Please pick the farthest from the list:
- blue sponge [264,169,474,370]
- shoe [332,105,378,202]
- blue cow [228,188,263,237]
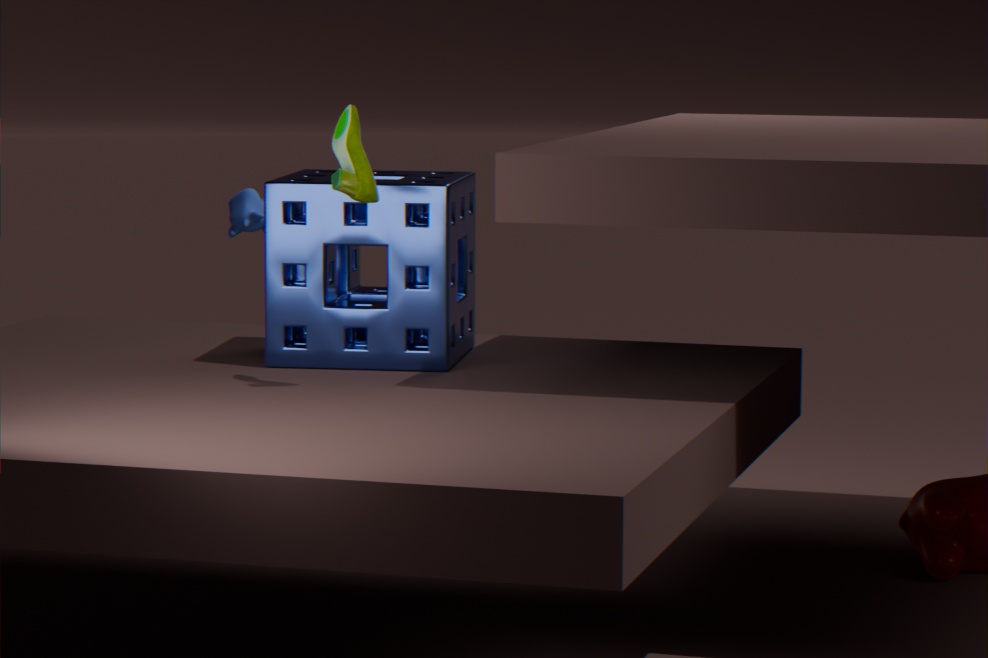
blue cow [228,188,263,237]
